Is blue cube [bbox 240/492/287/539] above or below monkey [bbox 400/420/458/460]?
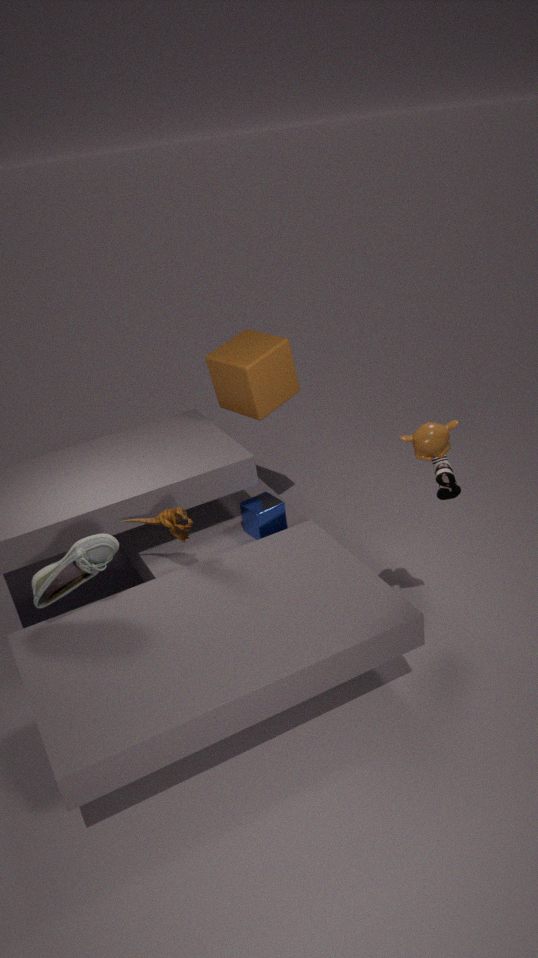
below
